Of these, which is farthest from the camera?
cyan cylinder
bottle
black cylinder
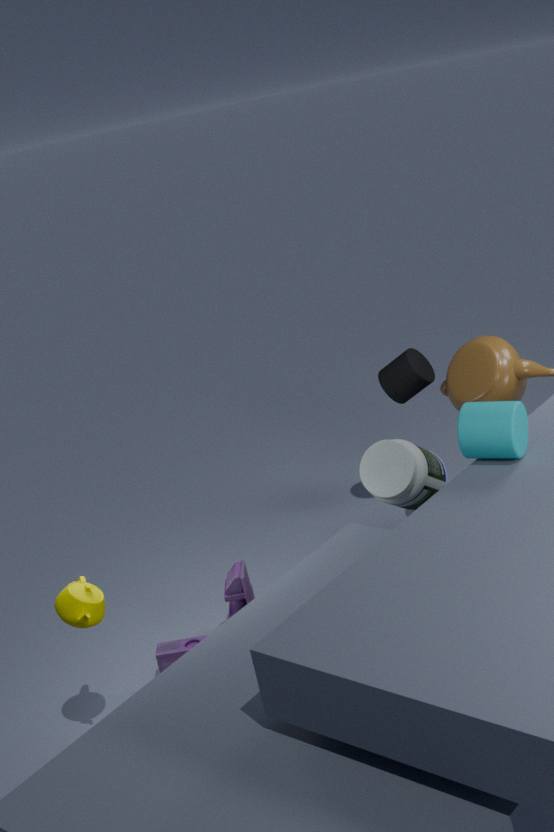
black cylinder
